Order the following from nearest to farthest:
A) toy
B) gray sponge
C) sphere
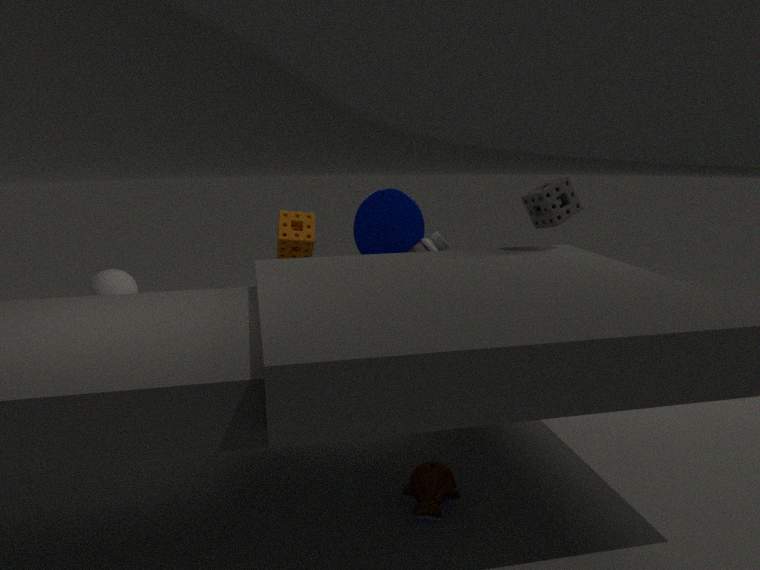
A. toy → B. gray sponge → C. sphere
